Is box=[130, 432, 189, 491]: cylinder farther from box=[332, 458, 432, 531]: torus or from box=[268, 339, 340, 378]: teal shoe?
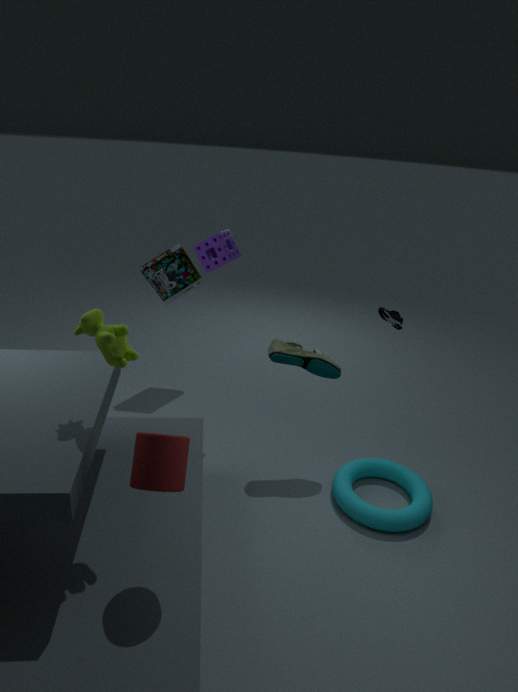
box=[332, 458, 432, 531]: torus
